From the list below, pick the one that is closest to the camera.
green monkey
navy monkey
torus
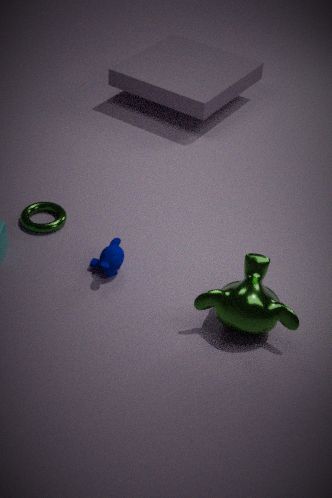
green monkey
